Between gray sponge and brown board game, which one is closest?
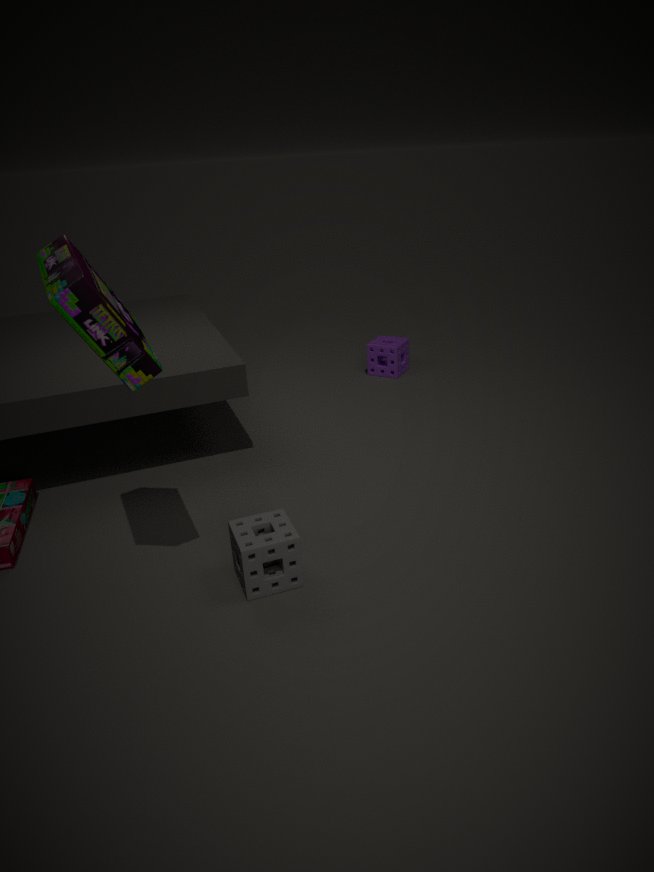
brown board game
